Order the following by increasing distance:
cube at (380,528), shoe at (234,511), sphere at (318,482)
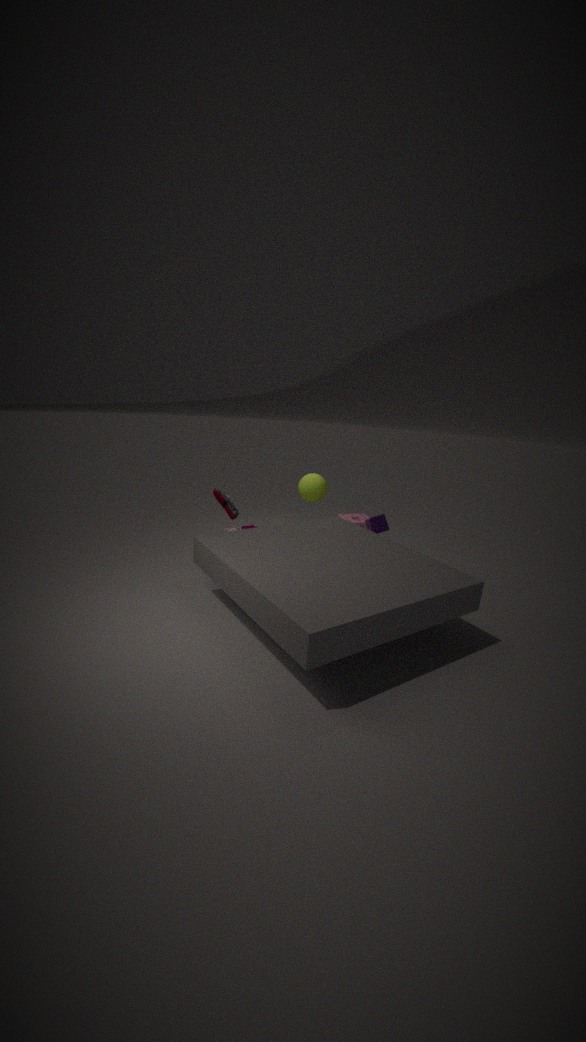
shoe at (234,511) < cube at (380,528) < sphere at (318,482)
